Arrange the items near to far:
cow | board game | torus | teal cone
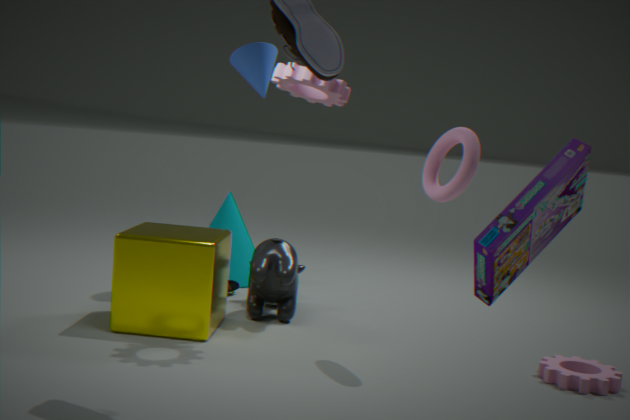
board game
torus
cow
teal cone
